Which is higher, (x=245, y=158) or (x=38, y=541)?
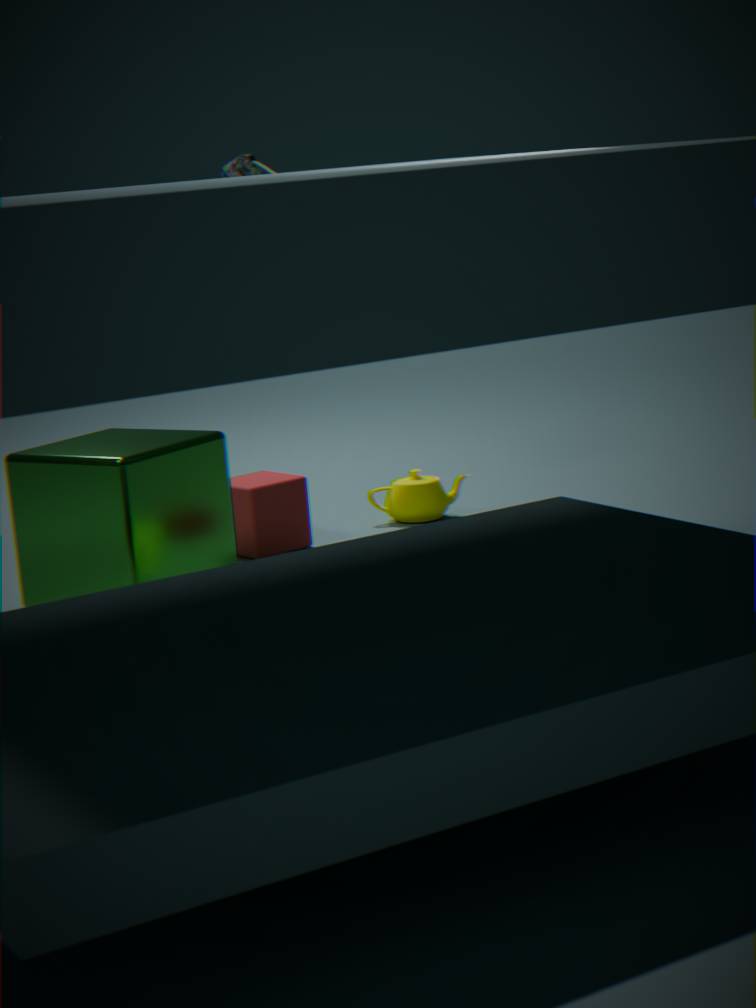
(x=245, y=158)
